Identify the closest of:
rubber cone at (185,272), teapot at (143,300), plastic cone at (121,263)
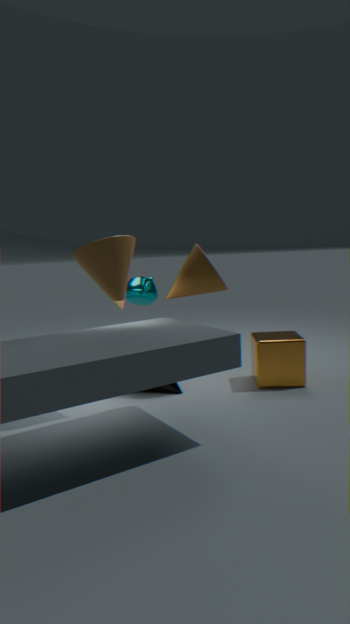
plastic cone at (121,263)
